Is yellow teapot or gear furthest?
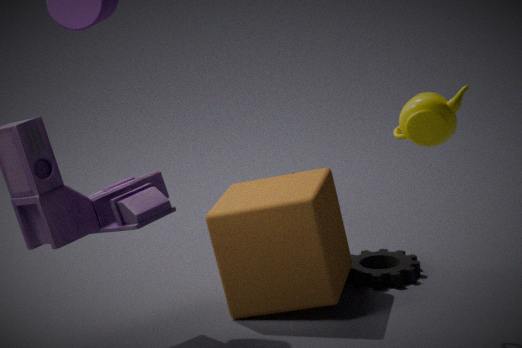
gear
